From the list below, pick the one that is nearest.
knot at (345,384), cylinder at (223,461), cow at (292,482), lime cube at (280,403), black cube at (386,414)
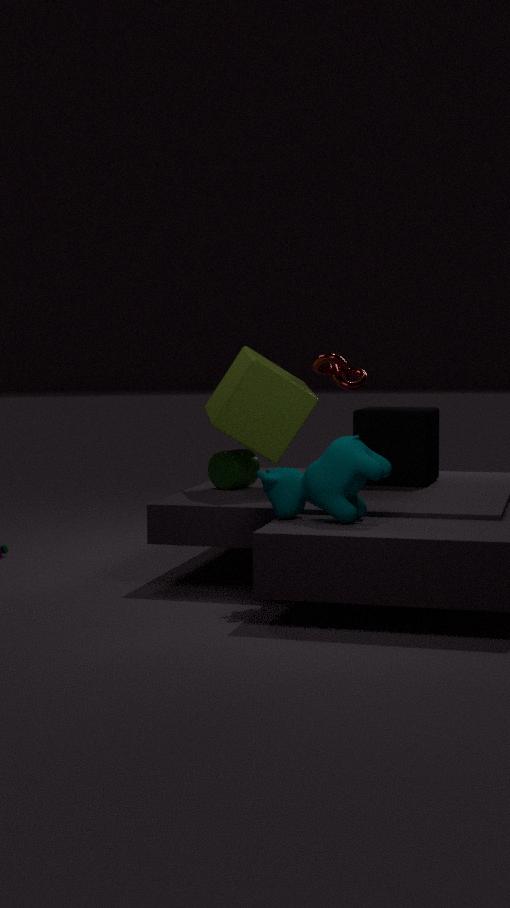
cow at (292,482)
